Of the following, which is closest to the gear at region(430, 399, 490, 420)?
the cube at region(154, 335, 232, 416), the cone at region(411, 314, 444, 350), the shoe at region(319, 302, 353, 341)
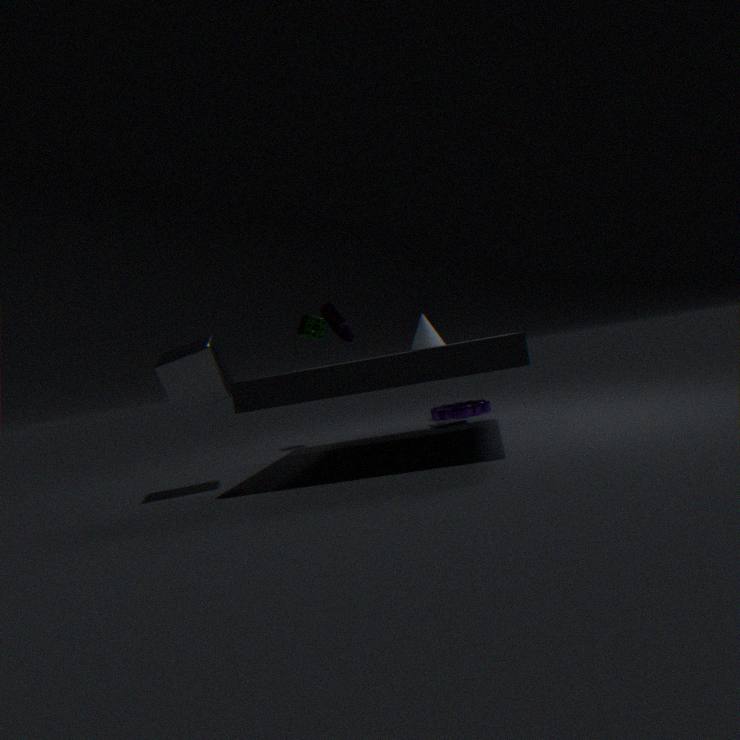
the shoe at region(319, 302, 353, 341)
